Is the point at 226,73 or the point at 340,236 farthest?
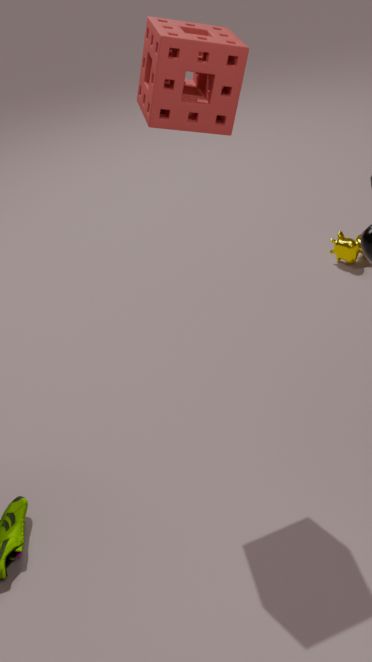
the point at 340,236
